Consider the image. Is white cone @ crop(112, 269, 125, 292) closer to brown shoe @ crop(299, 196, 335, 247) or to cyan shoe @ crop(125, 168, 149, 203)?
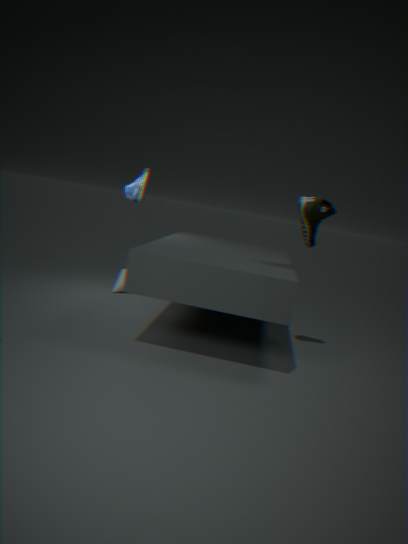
cyan shoe @ crop(125, 168, 149, 203)
